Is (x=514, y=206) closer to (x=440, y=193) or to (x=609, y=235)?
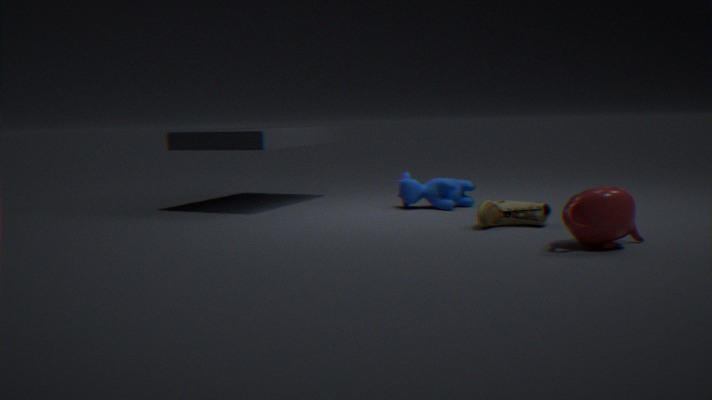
(x=609, y=235)
